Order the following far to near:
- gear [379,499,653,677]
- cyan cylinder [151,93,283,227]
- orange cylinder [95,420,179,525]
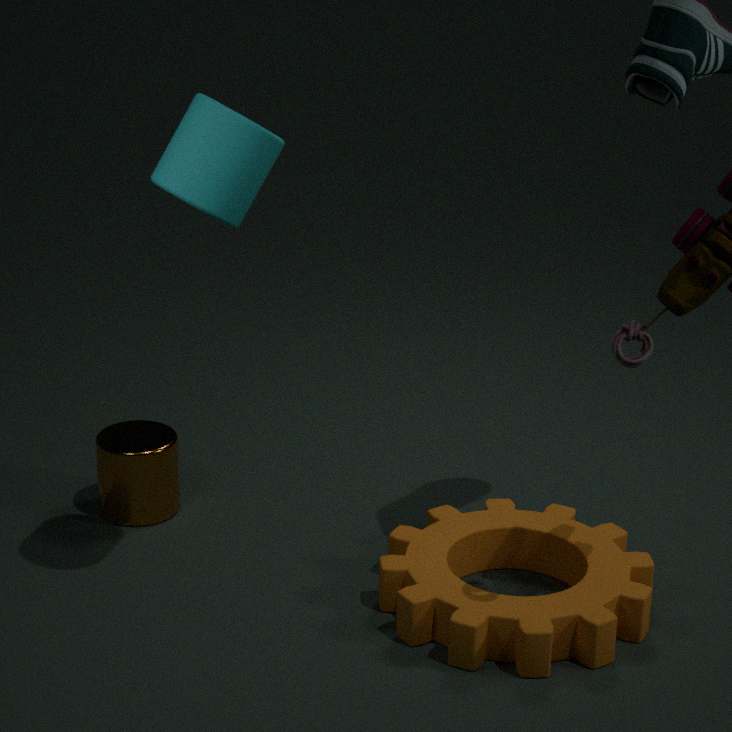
orange cylinder [95,420,179,525] → gear [379,499,653,677] → cyan cylinder [151,93,283,227]
